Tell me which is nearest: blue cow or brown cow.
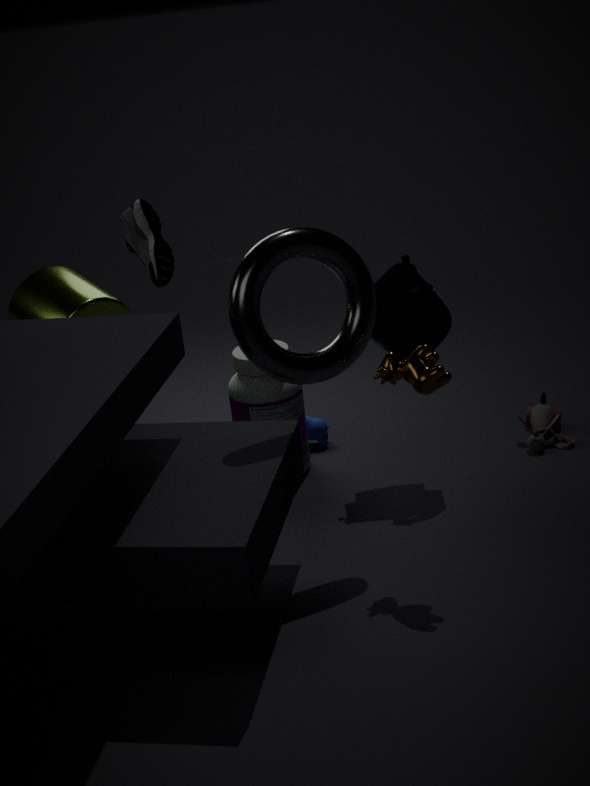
brown cow
